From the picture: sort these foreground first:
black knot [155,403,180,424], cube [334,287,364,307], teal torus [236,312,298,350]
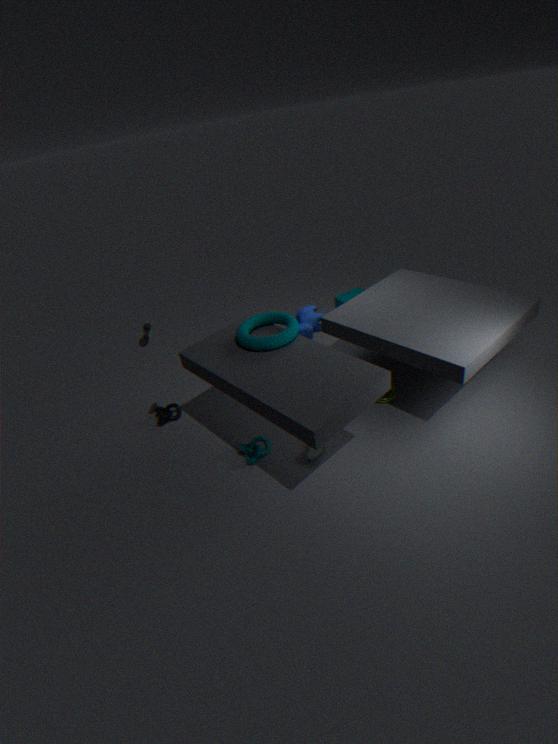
1. teal torus [236,312,298,350]
2. black knot [155,403,180,424]
3. cube [334,287,364,307]
